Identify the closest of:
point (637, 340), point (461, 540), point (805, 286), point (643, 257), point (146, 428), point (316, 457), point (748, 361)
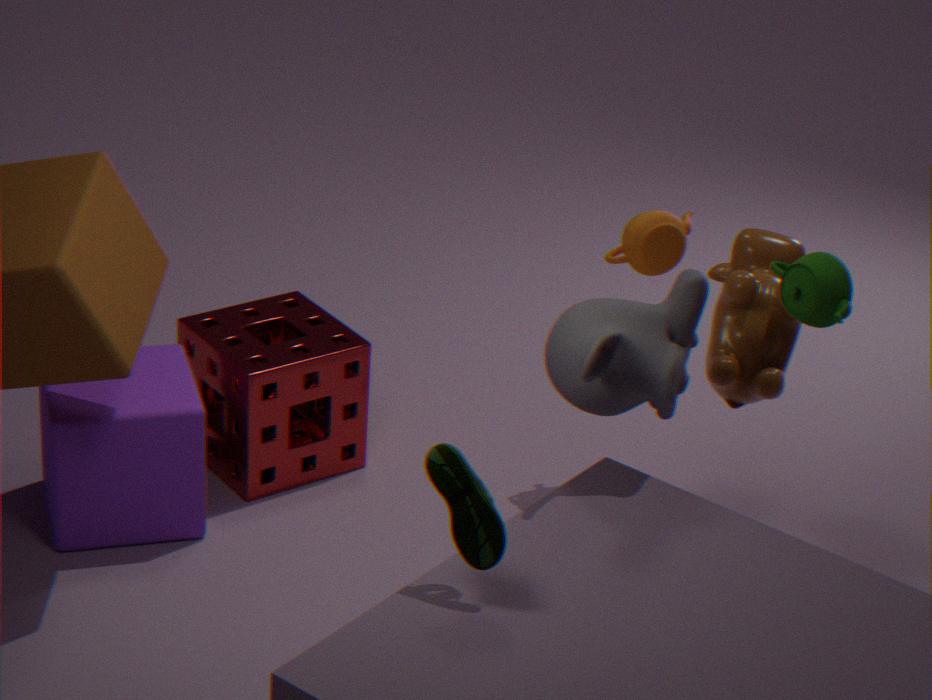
point (461, 540)
